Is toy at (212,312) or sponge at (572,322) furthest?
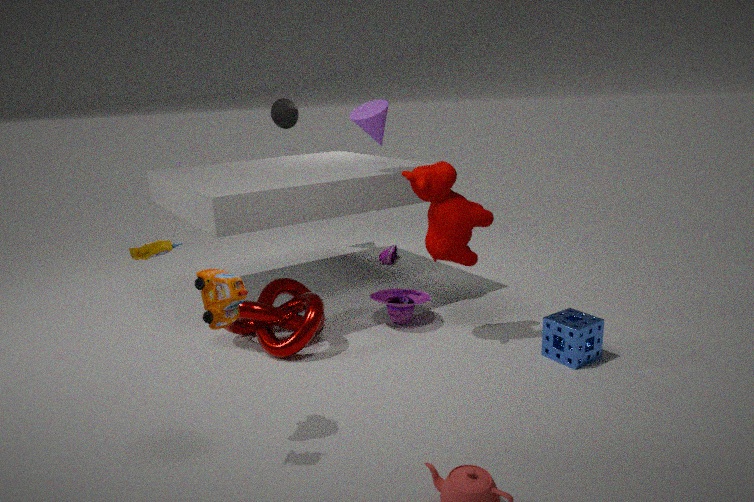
sponge at (572,322)
